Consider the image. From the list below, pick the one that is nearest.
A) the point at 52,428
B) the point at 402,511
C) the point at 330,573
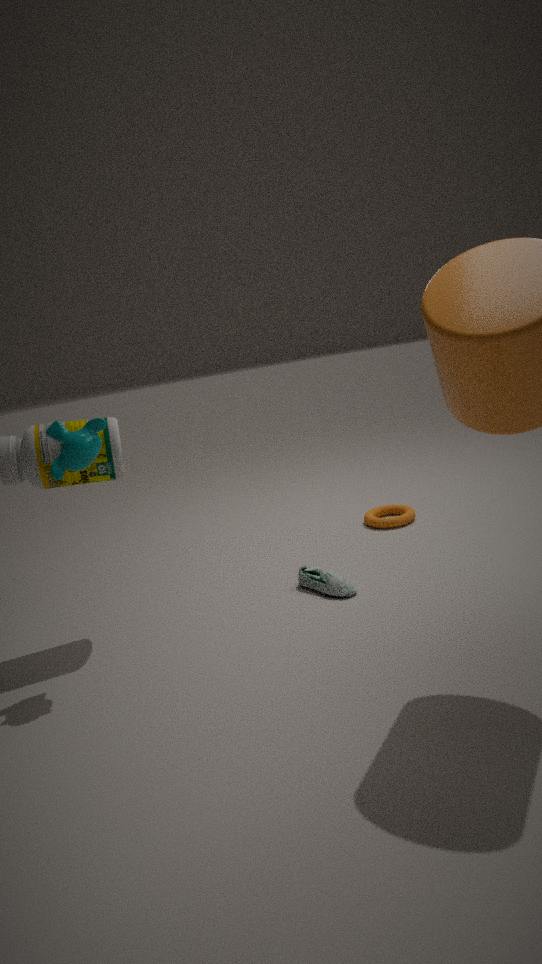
the point at 52,428
